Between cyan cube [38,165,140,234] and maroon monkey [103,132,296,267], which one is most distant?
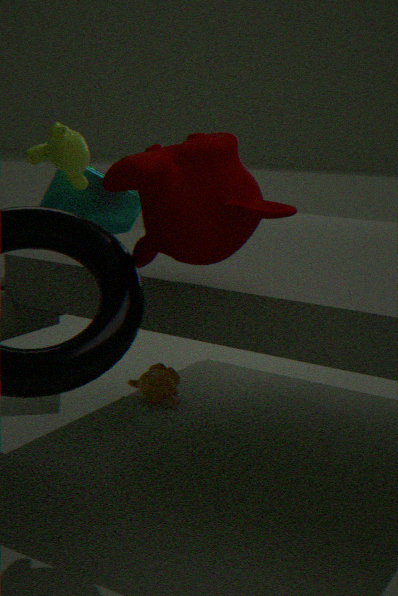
cyan cube [38,165,140,234]
